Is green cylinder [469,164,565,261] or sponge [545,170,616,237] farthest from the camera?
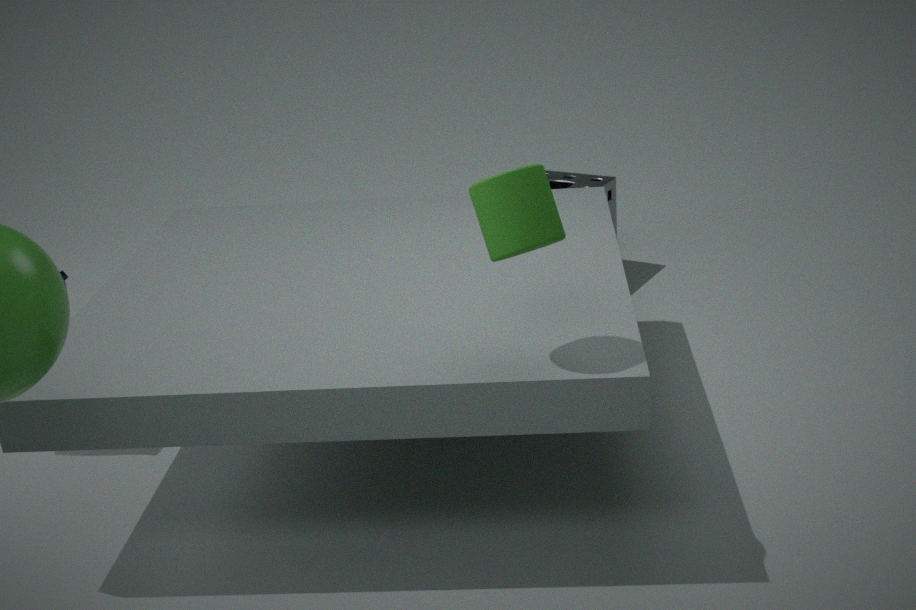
sponge [545,170,616,237]
